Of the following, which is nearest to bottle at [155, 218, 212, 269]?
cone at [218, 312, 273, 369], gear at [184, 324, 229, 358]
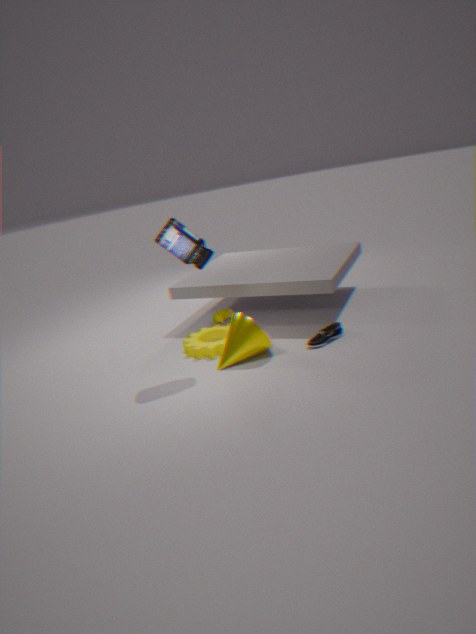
cone at [218, 312, 273, 369]
